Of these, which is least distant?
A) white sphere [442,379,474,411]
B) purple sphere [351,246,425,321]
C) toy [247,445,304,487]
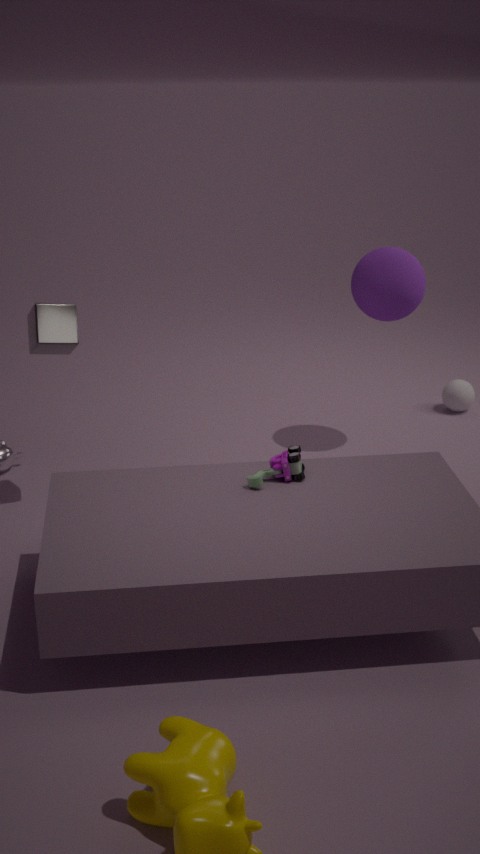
toy [247,445,304,487]
